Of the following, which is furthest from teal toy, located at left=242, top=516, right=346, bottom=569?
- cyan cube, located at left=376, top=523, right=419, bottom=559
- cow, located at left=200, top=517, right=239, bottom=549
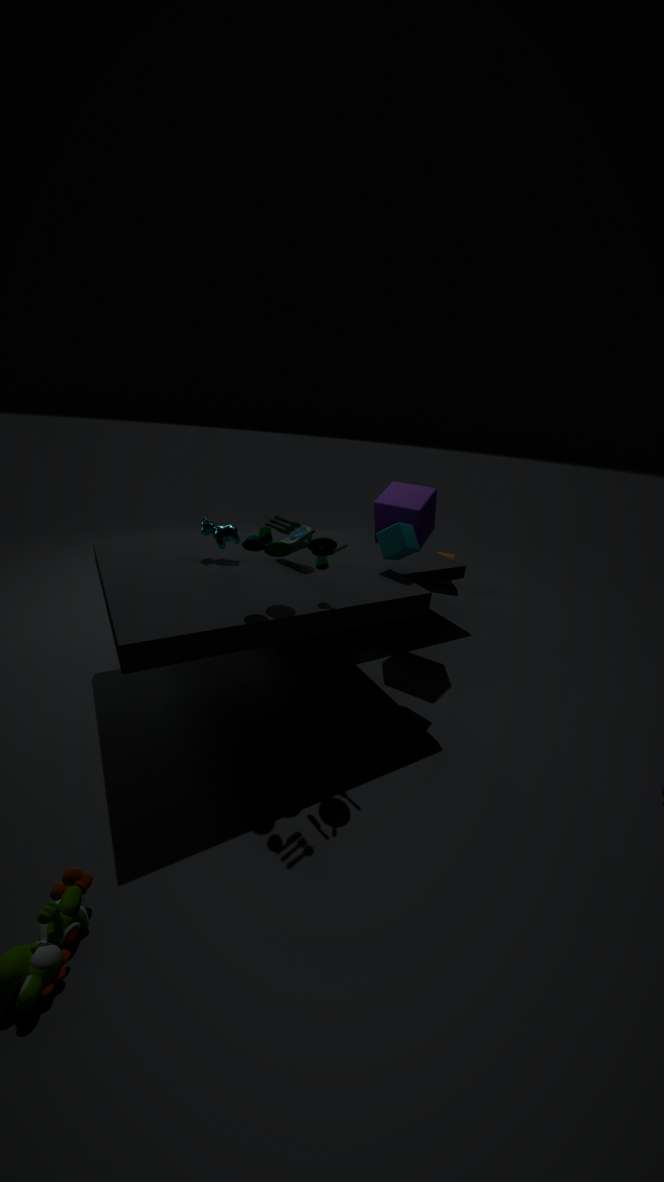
cyan cube, located at left=376, top=523, right=419, bottom=559
